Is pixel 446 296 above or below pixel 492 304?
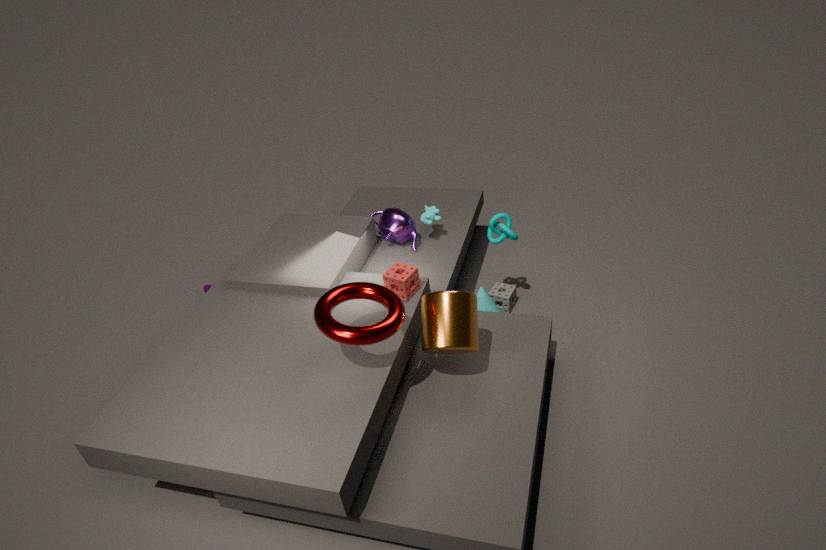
above
